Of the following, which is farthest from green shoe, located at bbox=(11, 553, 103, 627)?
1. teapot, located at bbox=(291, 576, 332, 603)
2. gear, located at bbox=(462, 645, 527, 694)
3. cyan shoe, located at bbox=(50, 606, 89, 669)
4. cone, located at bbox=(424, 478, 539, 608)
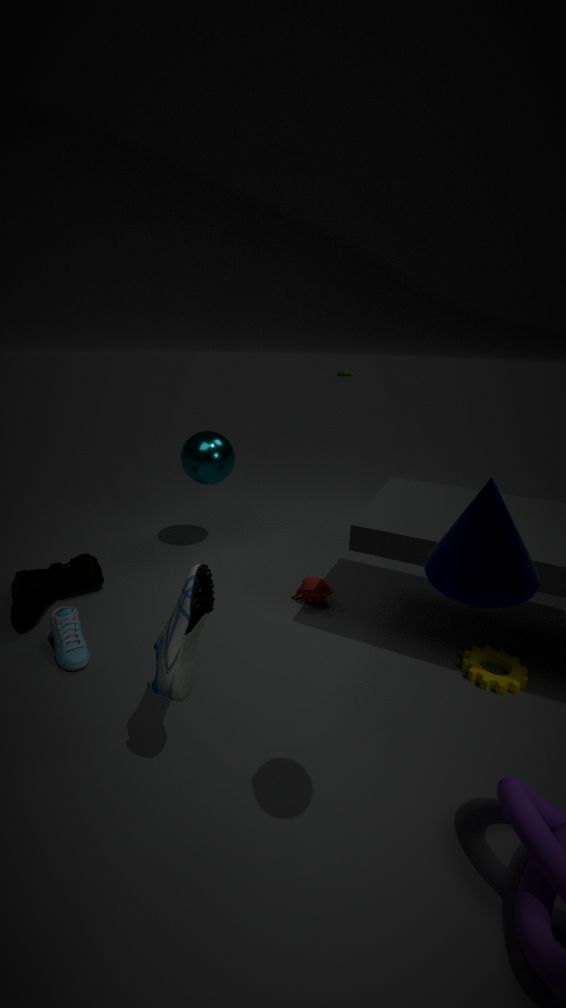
cone, located at bbox=(424, 478, 539, 608)
